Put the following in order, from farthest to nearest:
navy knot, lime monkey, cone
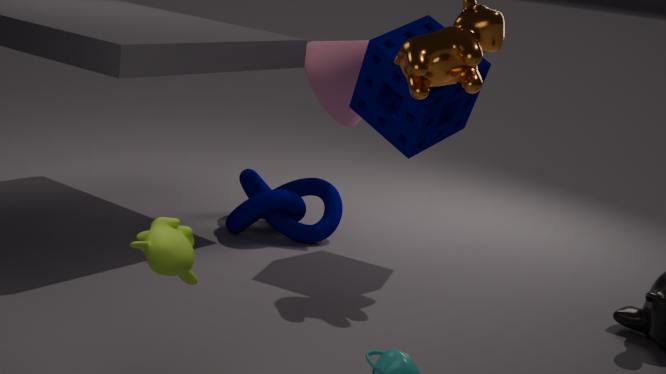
1. cone
2. navy knot
3. lime monkey
